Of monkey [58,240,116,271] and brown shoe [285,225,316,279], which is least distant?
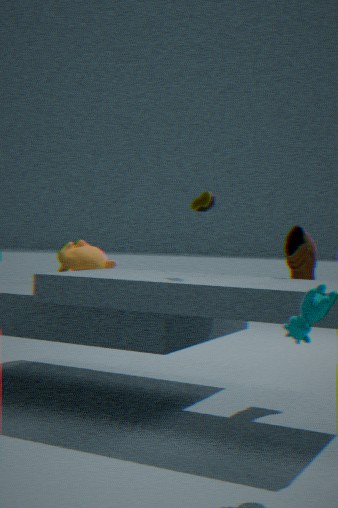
brown shoe [285,225,316,279]
